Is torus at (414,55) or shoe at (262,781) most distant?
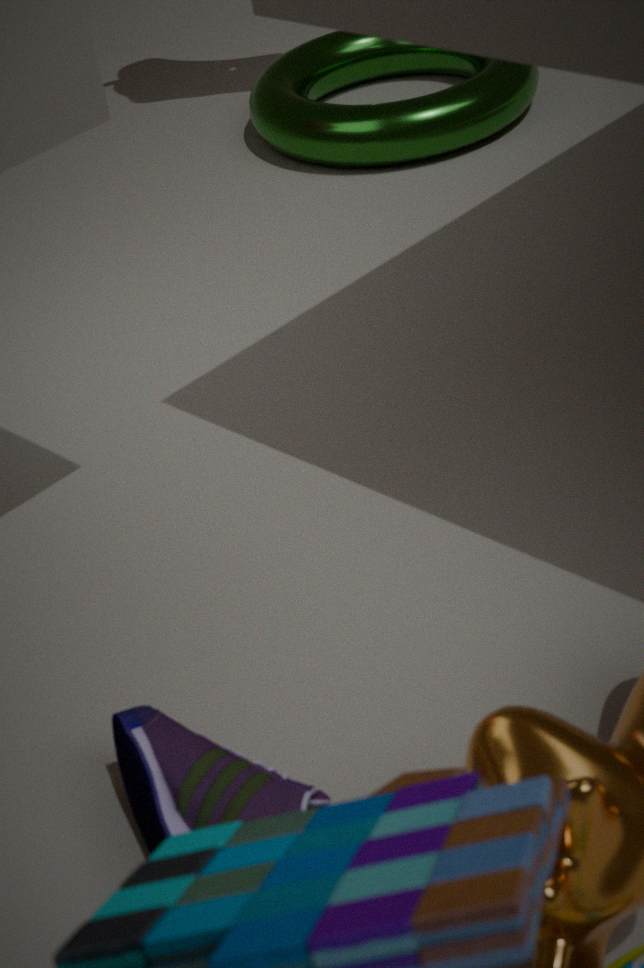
torus at (414,55)
